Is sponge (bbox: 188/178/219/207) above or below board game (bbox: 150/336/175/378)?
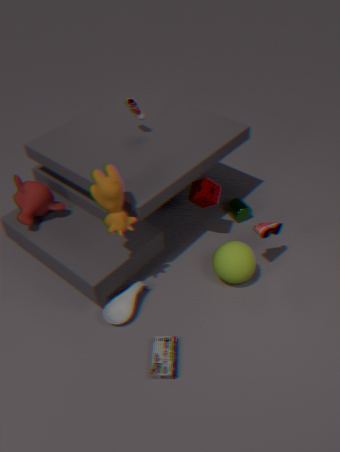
above
